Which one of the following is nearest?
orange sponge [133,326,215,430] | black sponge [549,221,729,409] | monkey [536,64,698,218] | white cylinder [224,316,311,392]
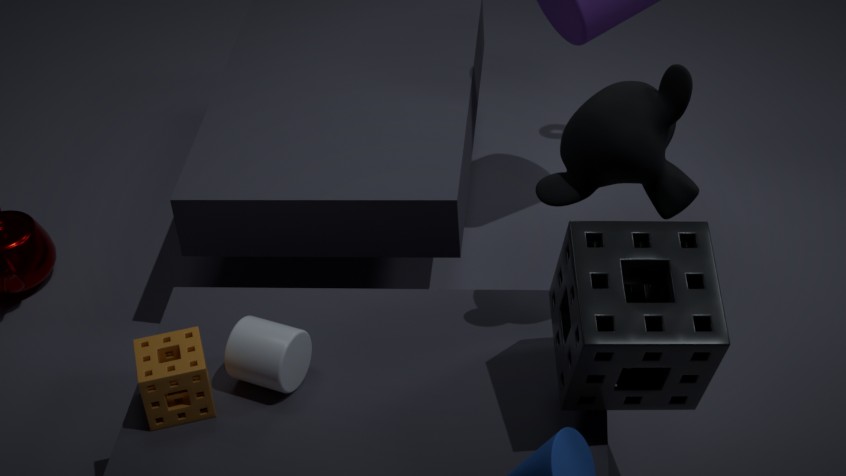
black sponge [549,221,729,409]
